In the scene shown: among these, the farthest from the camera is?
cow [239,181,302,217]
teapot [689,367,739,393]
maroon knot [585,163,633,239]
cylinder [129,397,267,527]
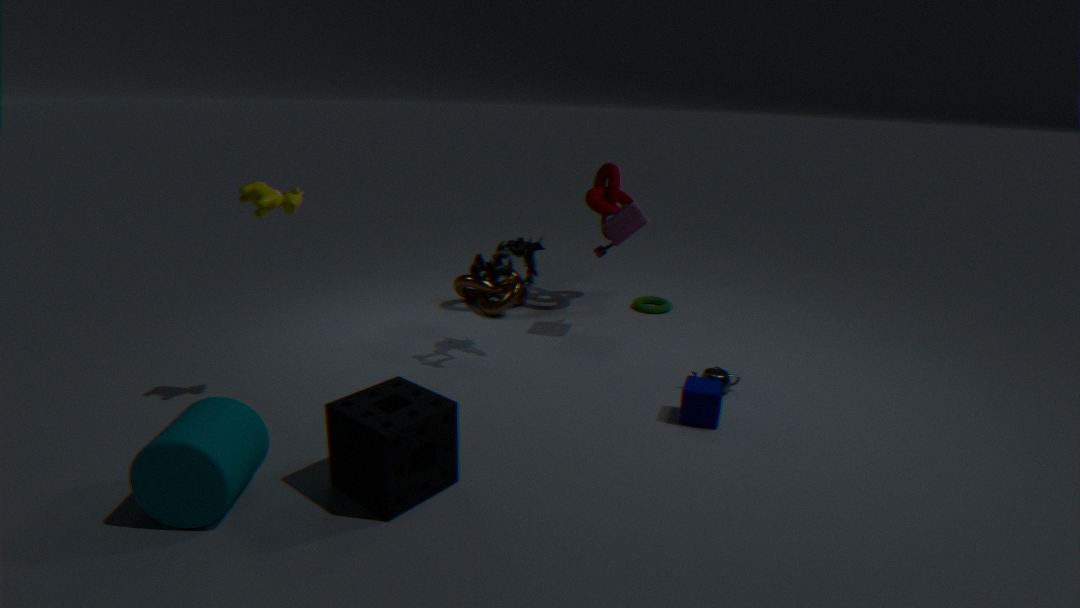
maroon knot [585,163,633,239]
